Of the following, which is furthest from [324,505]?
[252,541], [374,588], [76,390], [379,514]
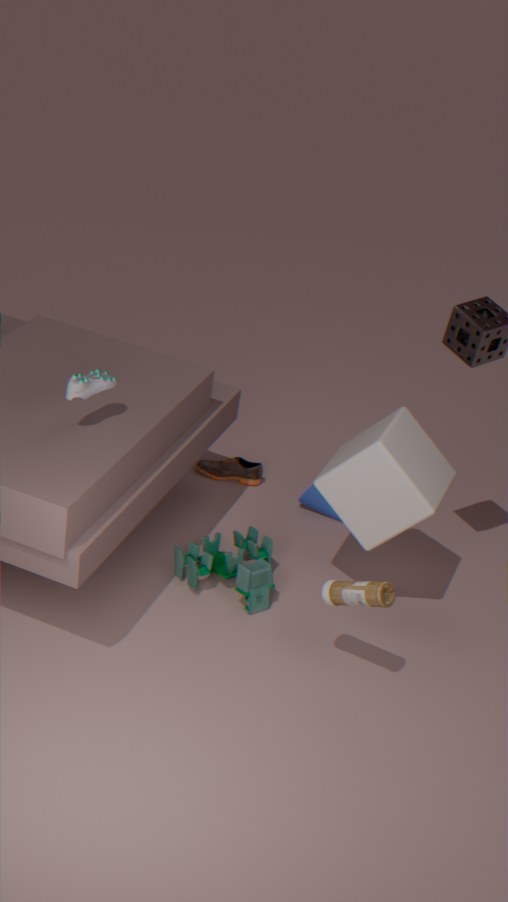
[76,390]
